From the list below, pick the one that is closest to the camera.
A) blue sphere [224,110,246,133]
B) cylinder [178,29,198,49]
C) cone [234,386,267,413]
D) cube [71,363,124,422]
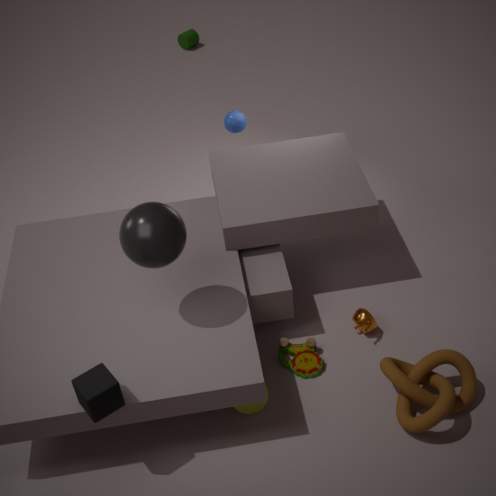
cube [71,363,124,422]
